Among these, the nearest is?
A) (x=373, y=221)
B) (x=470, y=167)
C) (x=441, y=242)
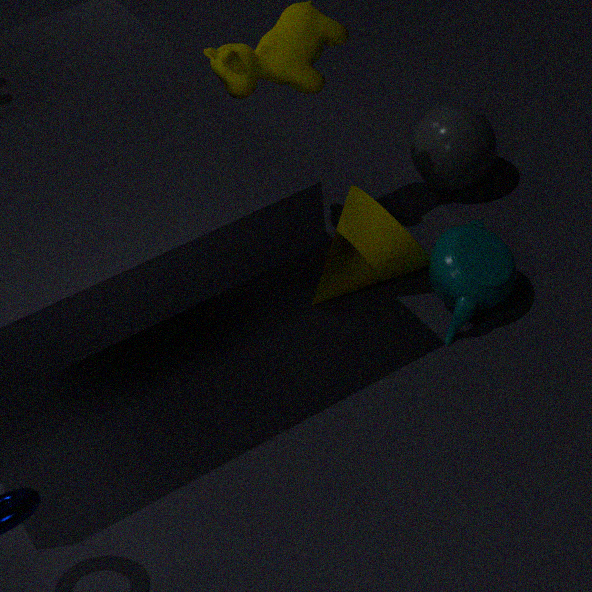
(x=441, y=242)
